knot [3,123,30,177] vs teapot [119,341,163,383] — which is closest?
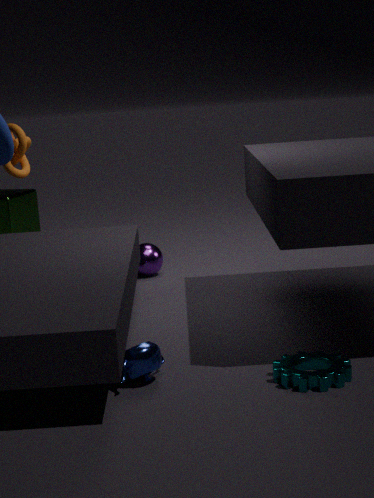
teapot [119,341,163,383]
